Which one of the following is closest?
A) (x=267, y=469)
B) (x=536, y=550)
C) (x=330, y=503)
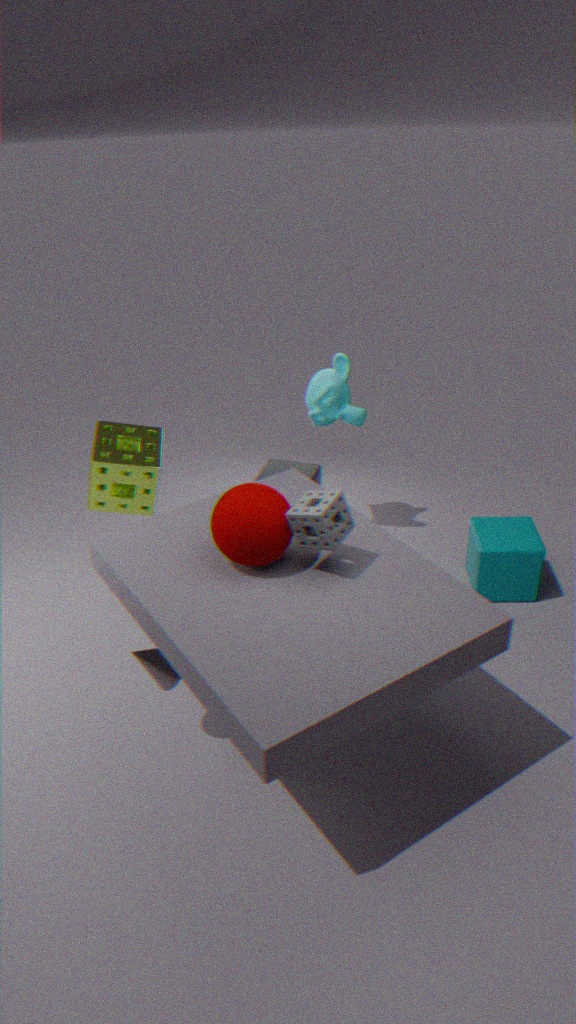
(x=330, y=503)
